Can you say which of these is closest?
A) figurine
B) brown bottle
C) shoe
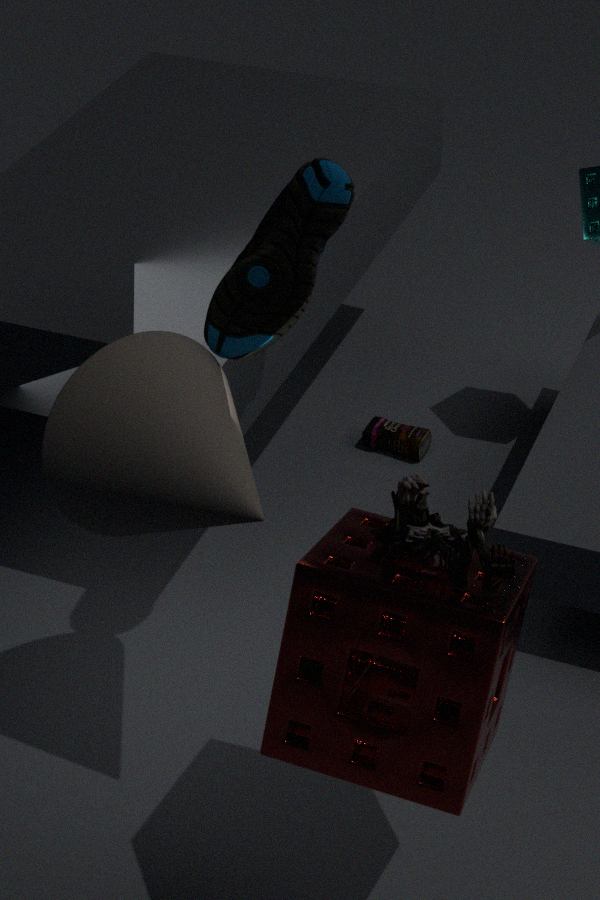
figurine
